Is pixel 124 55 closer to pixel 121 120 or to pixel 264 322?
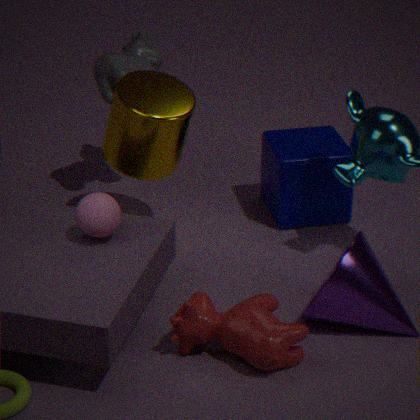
pixel 121 120
